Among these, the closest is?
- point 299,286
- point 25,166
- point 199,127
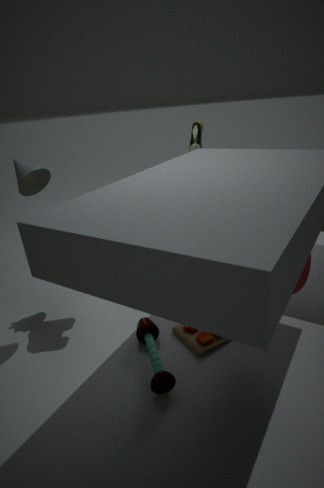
point 299,286
